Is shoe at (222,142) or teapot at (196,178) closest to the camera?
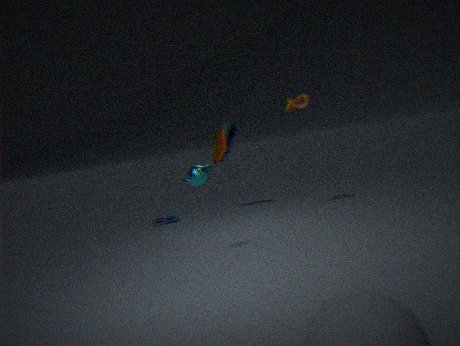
teapot at (196,178)
